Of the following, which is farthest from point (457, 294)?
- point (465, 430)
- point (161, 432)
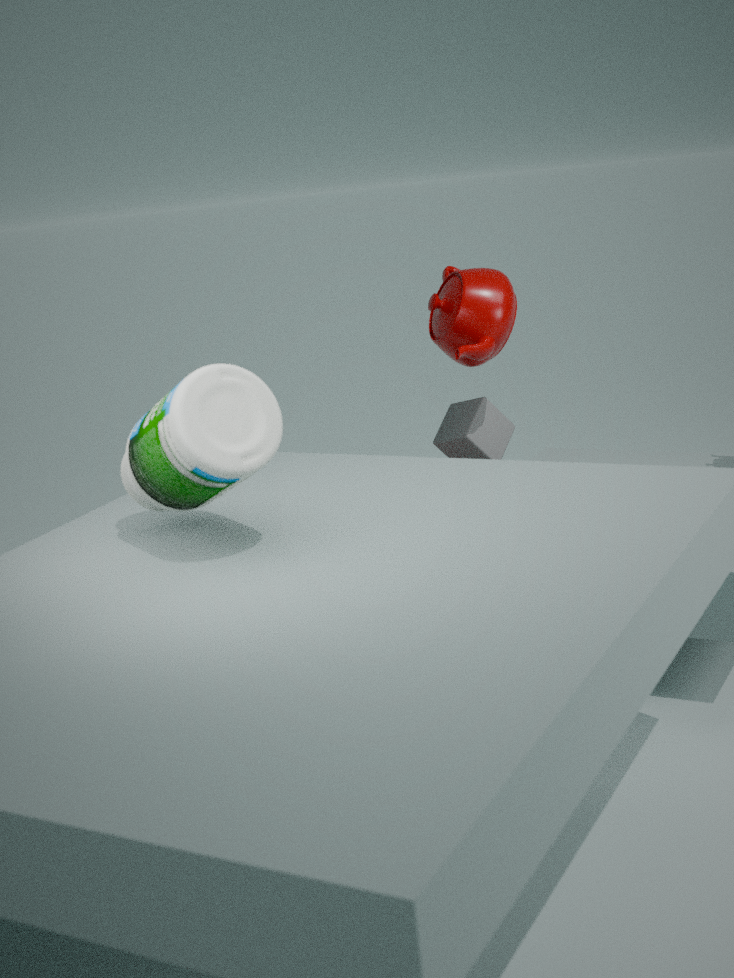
point (161, 432)
